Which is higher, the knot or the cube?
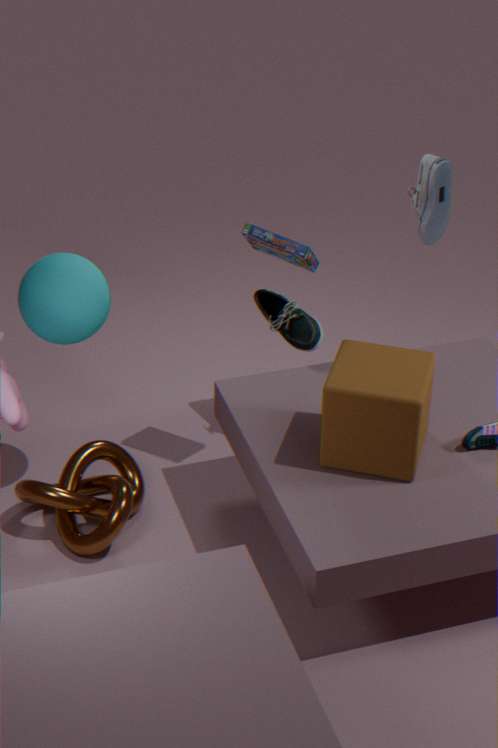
the cube
